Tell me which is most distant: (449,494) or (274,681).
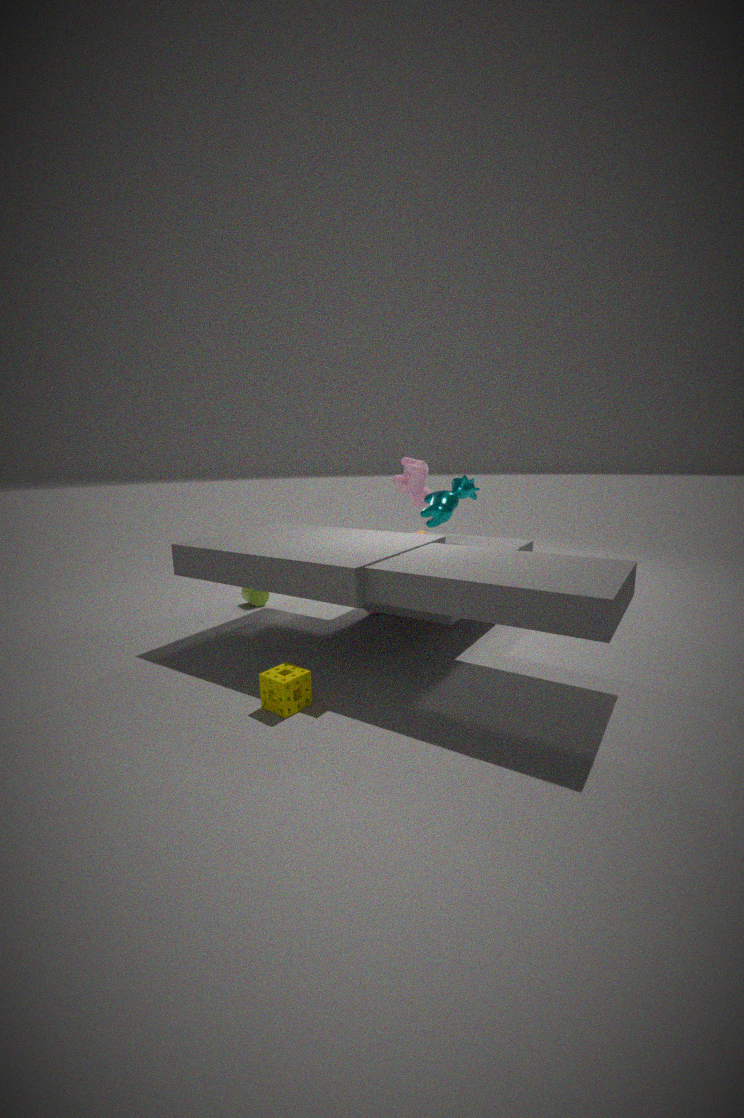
(449,494)
